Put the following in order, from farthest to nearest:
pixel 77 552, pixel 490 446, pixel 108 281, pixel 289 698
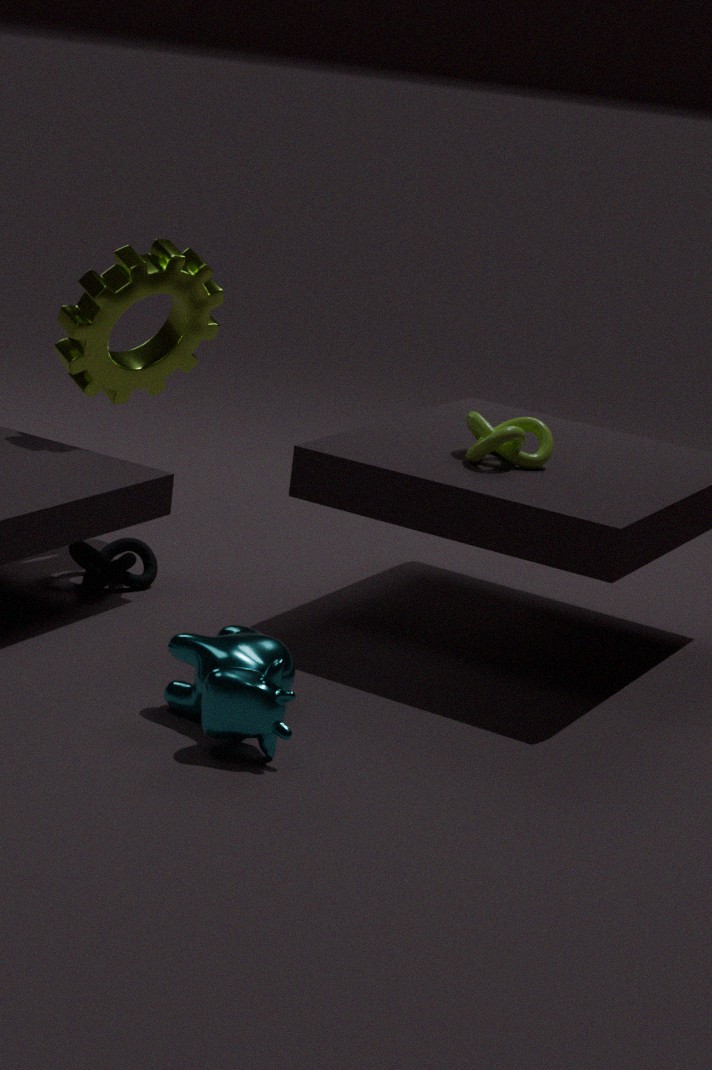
pixel 108 281
pixel 77 552
pixel 490 446
pixel 289 698
